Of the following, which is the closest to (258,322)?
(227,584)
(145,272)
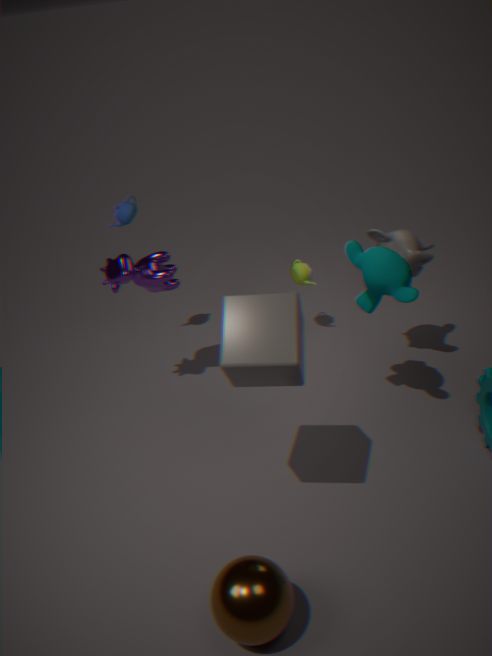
(227,584)
